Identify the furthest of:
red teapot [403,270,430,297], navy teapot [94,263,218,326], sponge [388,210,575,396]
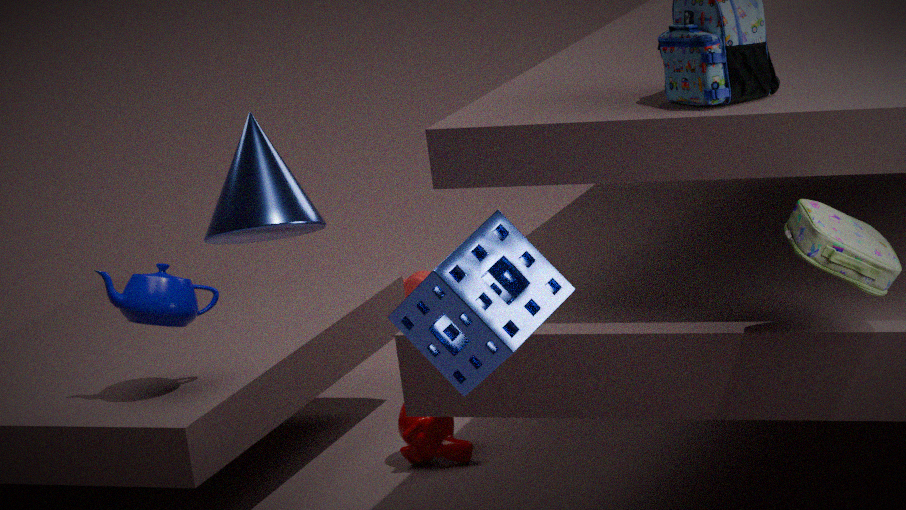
red teapot [403,270,430,297]
